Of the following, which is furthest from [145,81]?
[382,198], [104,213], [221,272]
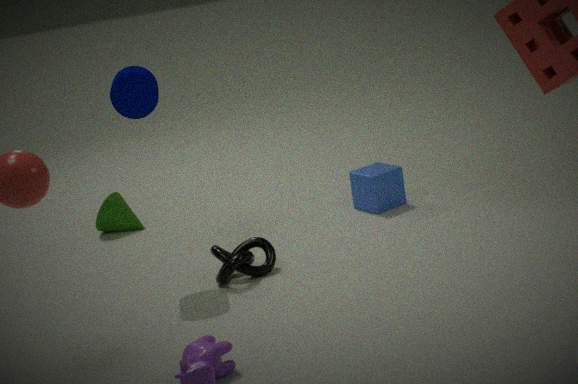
[382,198]
